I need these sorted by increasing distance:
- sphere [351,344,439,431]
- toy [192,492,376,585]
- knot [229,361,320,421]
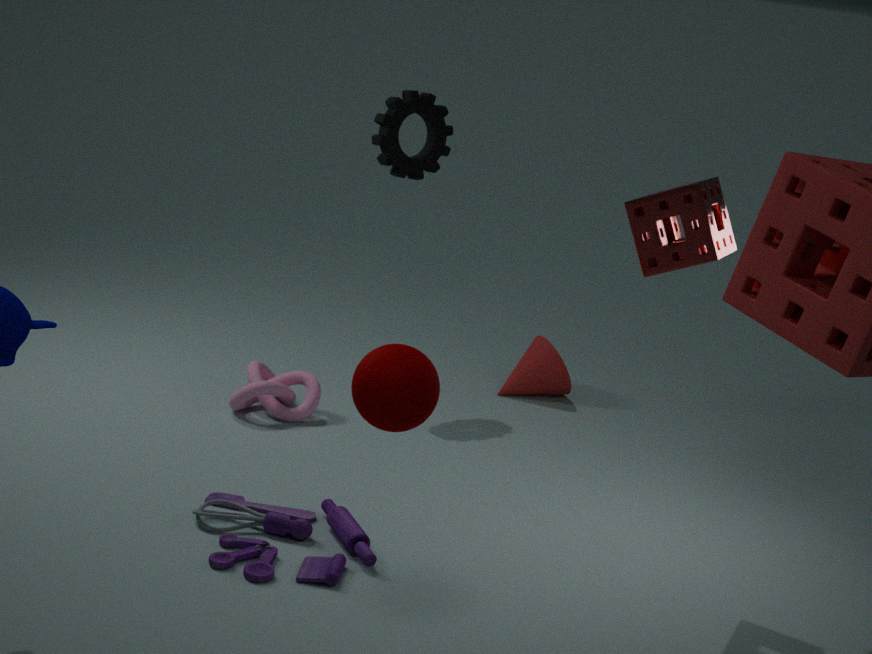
sphere [351,344,439,431] < toy [192,492,376,585] < knot [229,361,320,421]
